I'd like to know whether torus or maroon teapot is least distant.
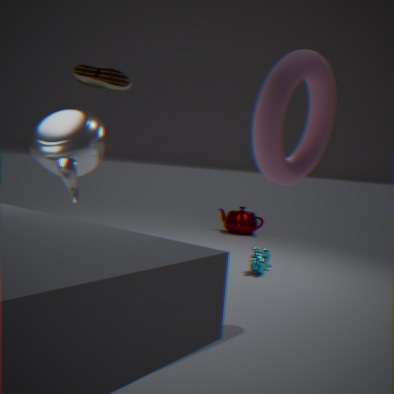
torus
